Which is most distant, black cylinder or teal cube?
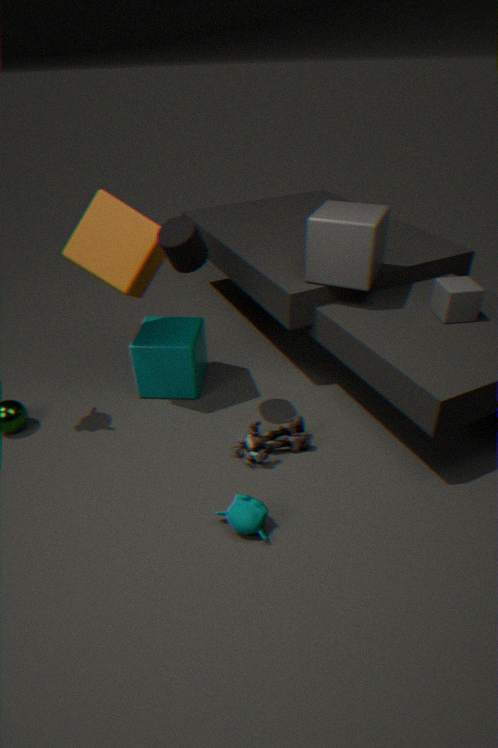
teal cube
